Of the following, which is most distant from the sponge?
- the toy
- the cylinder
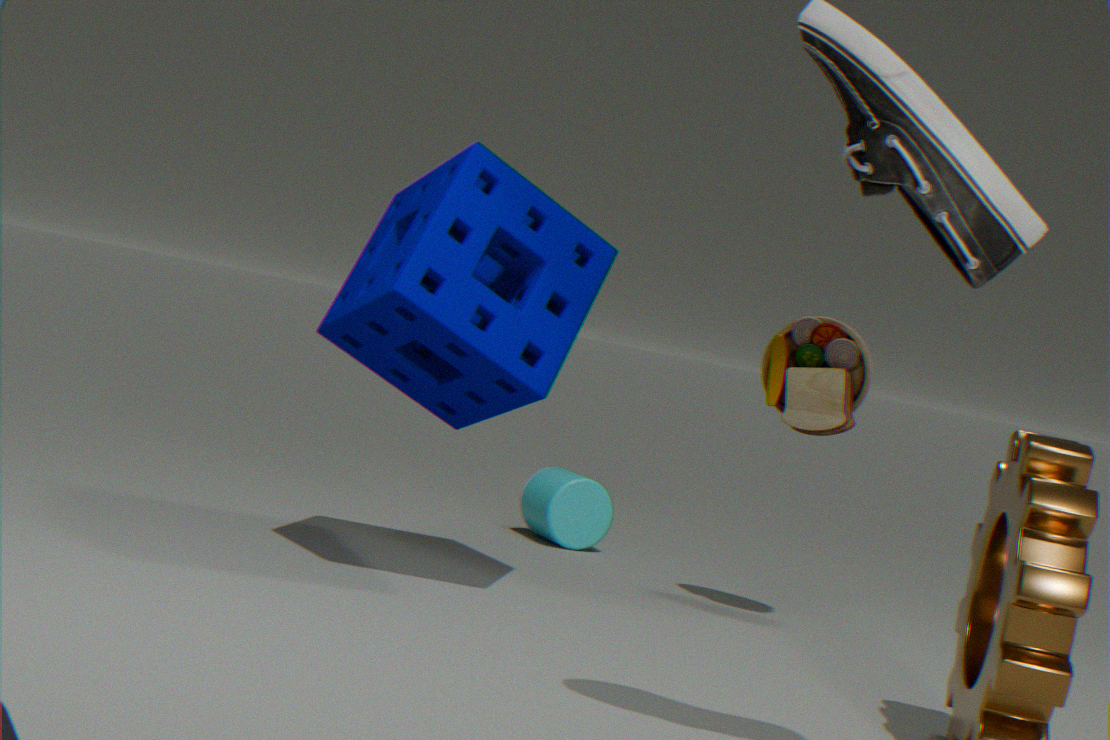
the cylinder
